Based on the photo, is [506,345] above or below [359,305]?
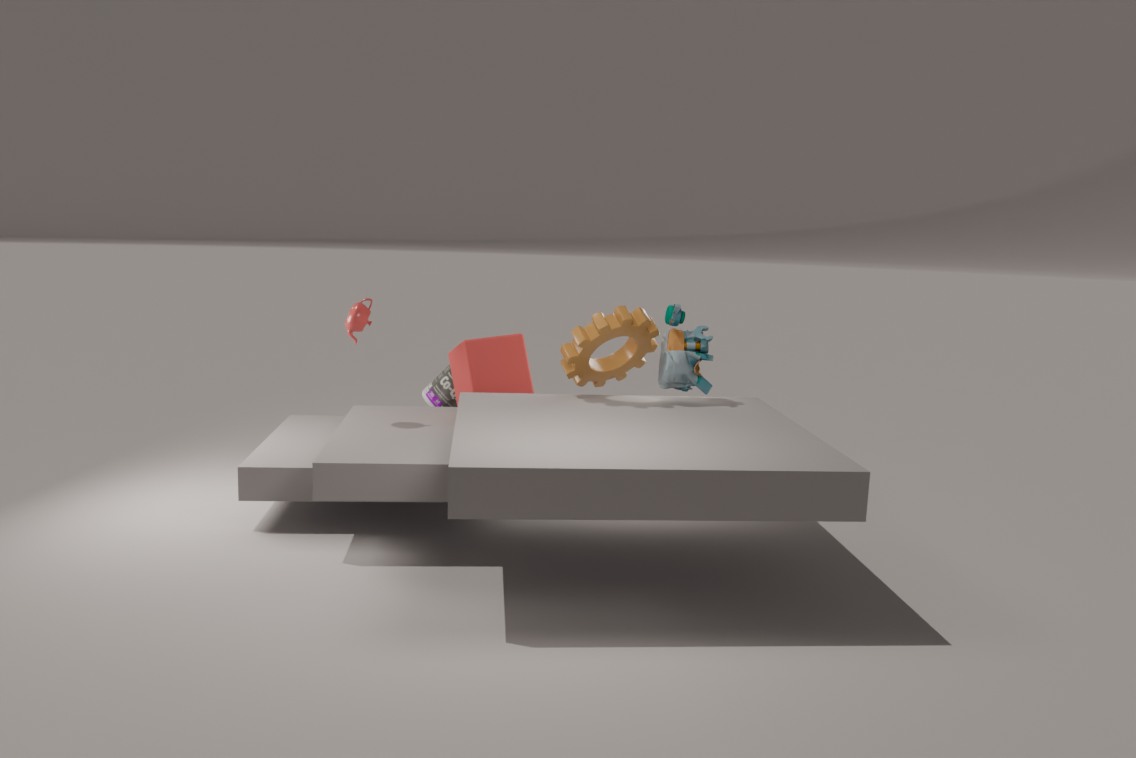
below
